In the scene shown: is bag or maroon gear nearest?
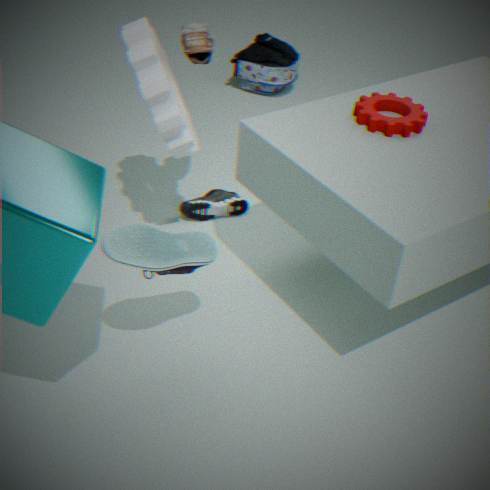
maroon gear
